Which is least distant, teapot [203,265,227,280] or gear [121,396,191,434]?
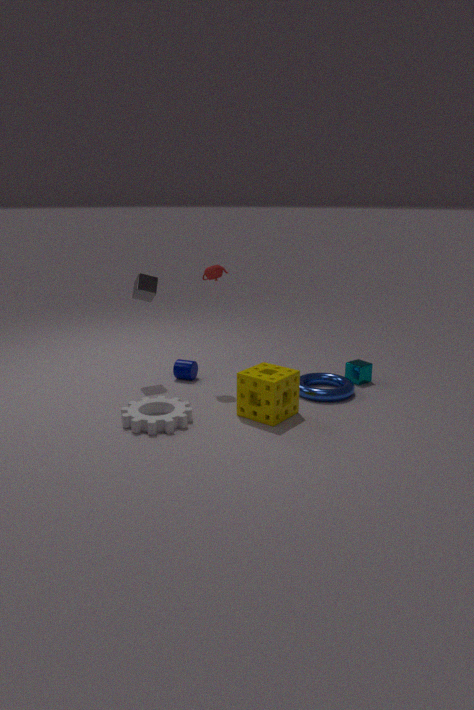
gear [121,396,191,434]
